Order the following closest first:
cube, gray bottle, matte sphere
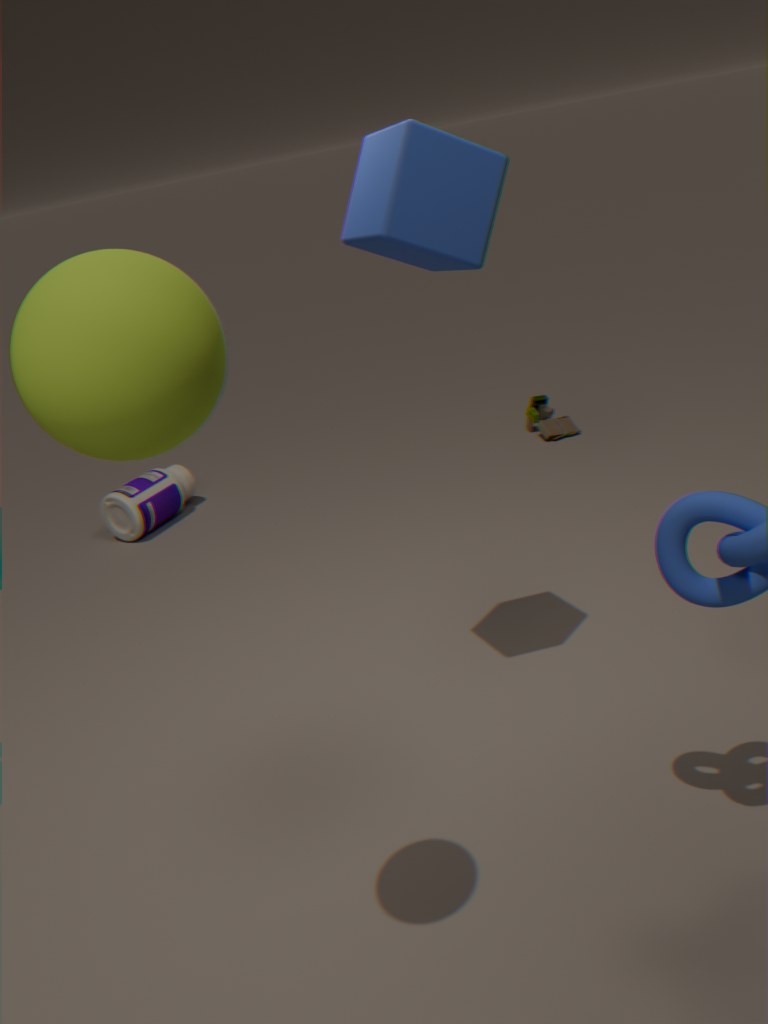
matte sphere < cube < gray bottle
